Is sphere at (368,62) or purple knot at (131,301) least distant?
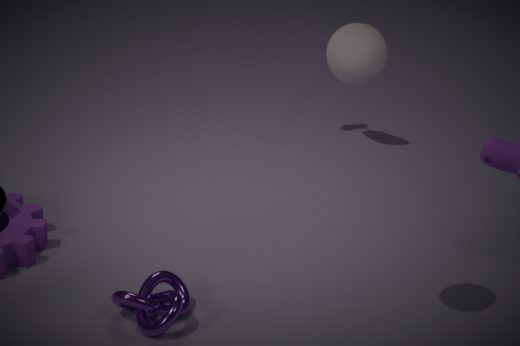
sphere at (368,62)
